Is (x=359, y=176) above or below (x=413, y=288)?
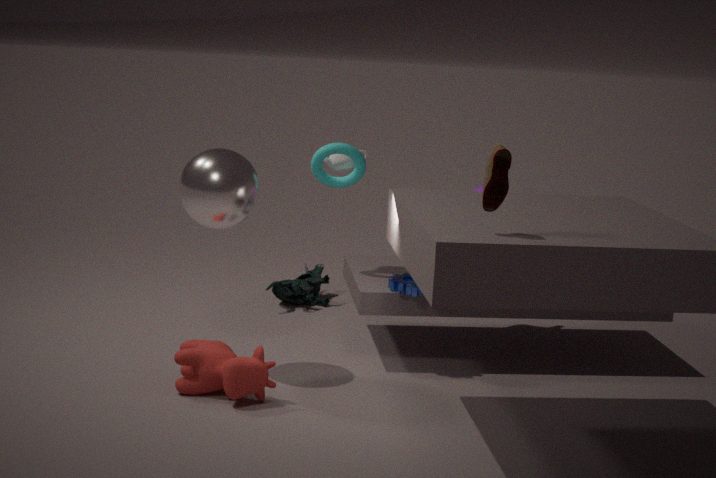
above
